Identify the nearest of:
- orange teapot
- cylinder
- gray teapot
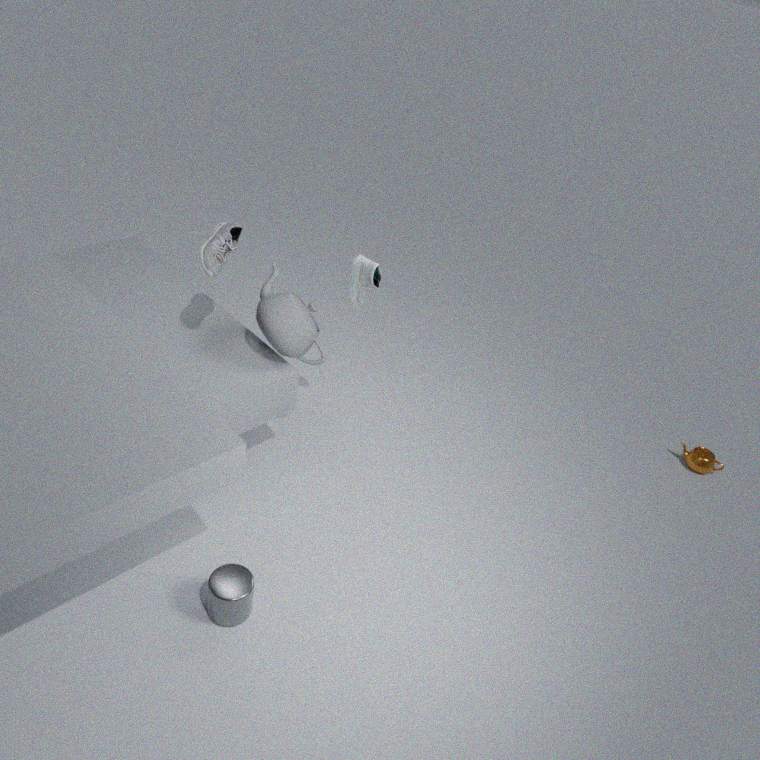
Answer: cylinder
